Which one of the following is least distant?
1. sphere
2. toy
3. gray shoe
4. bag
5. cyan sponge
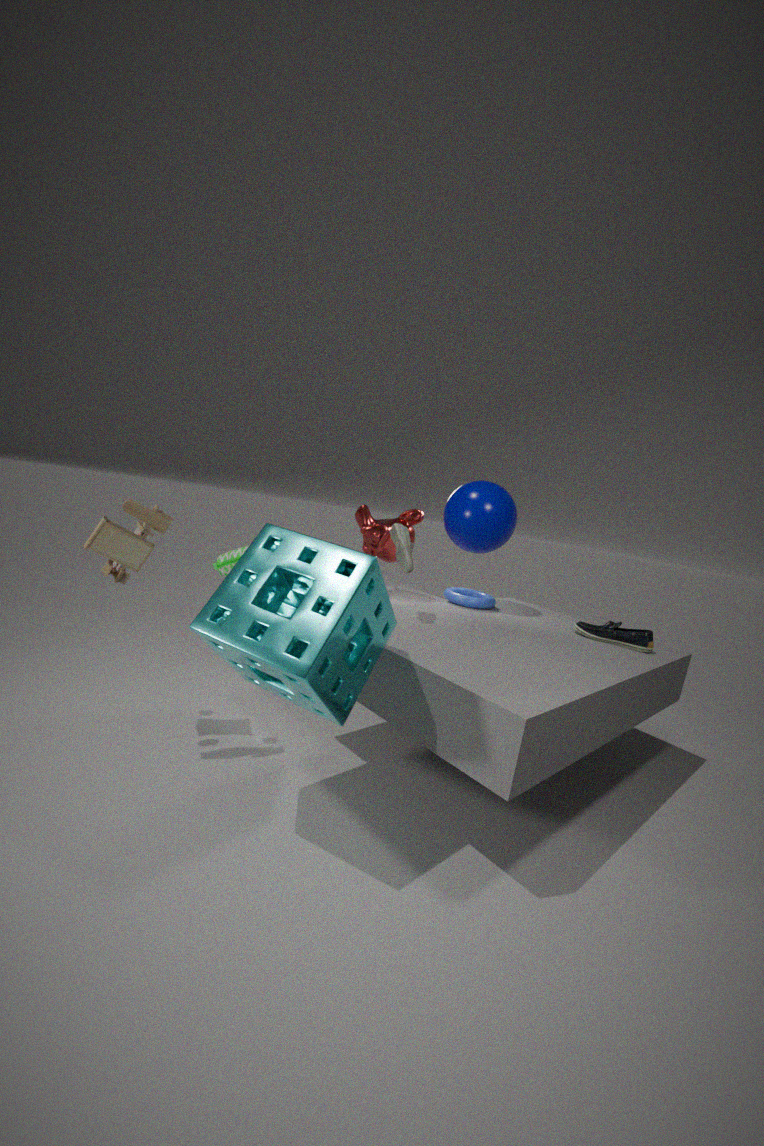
cyan sponge
